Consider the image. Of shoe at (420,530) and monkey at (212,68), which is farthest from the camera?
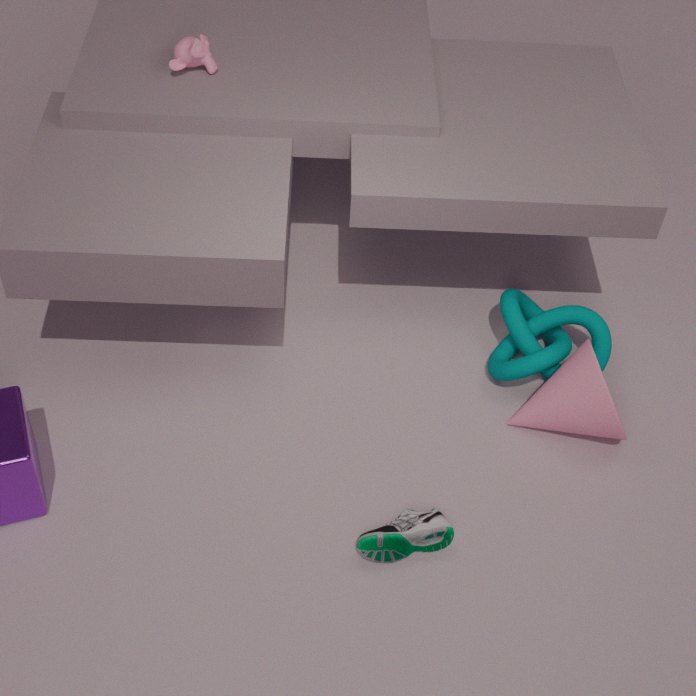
monkey at (212,68)
